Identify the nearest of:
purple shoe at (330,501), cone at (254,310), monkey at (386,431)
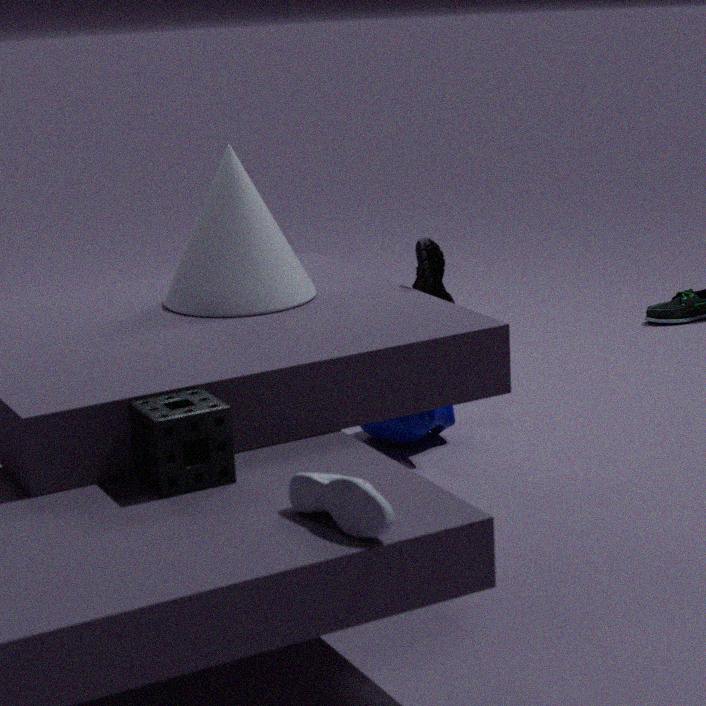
purple shoe at (330,501)
